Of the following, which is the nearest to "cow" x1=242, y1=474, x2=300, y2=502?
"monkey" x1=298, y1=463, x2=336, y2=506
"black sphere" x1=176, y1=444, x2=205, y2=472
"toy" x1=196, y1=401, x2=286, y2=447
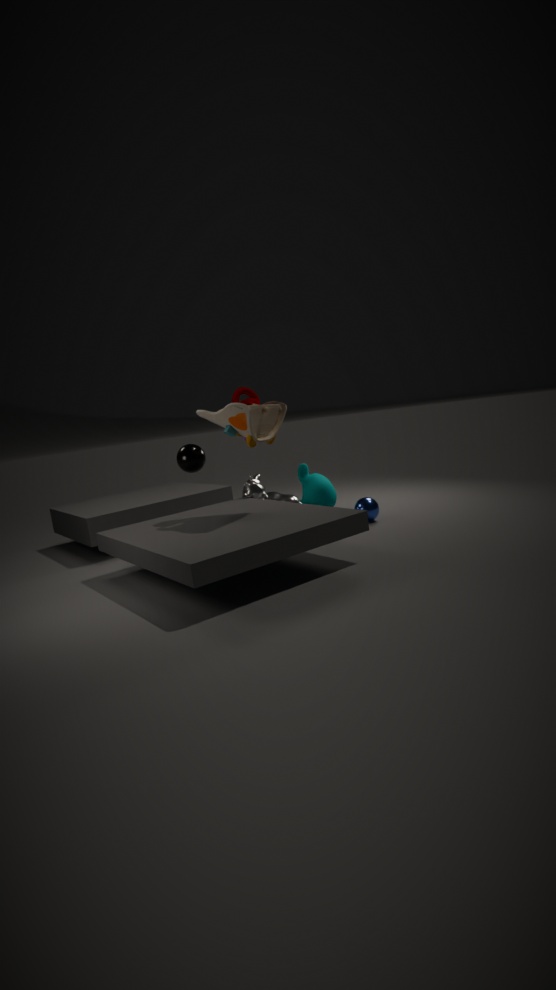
"monkey" x1=298, y1=463, x2=336, y2=506
